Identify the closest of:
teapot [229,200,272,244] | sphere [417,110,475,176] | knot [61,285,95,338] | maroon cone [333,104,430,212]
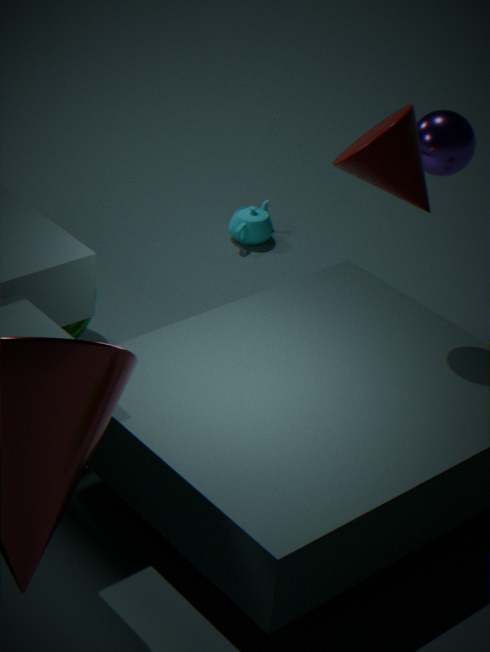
maroon cone [333,104,430,212]
